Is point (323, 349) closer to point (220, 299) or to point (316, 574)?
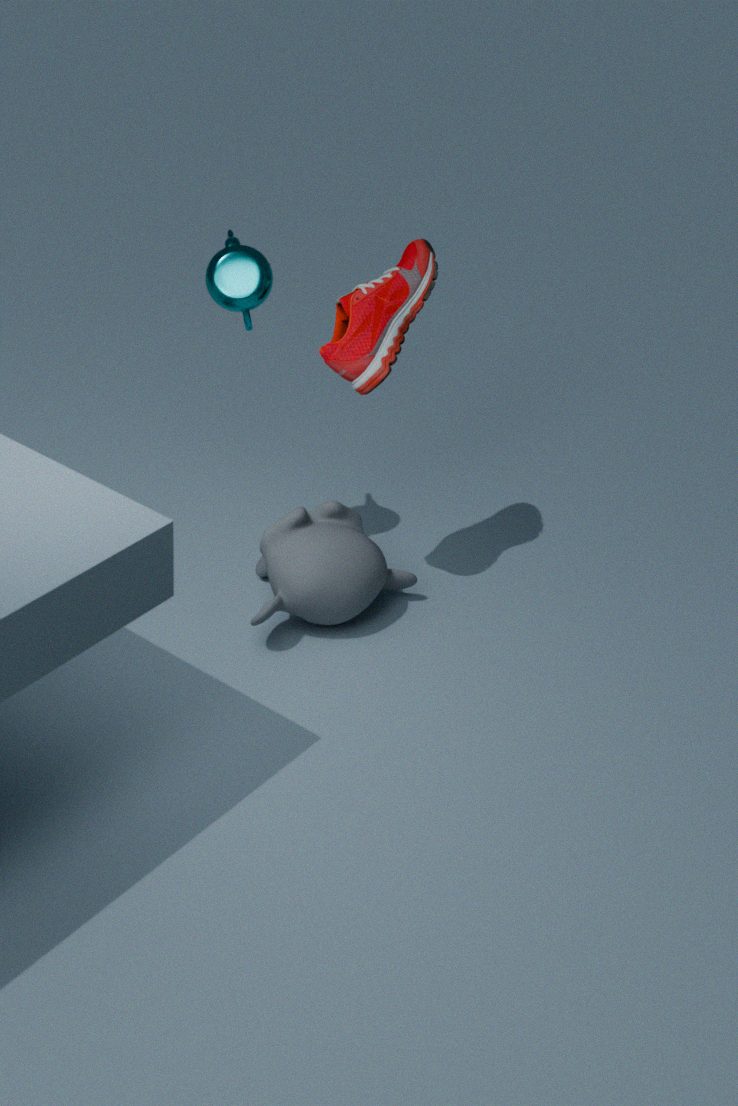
point (220, 299)
